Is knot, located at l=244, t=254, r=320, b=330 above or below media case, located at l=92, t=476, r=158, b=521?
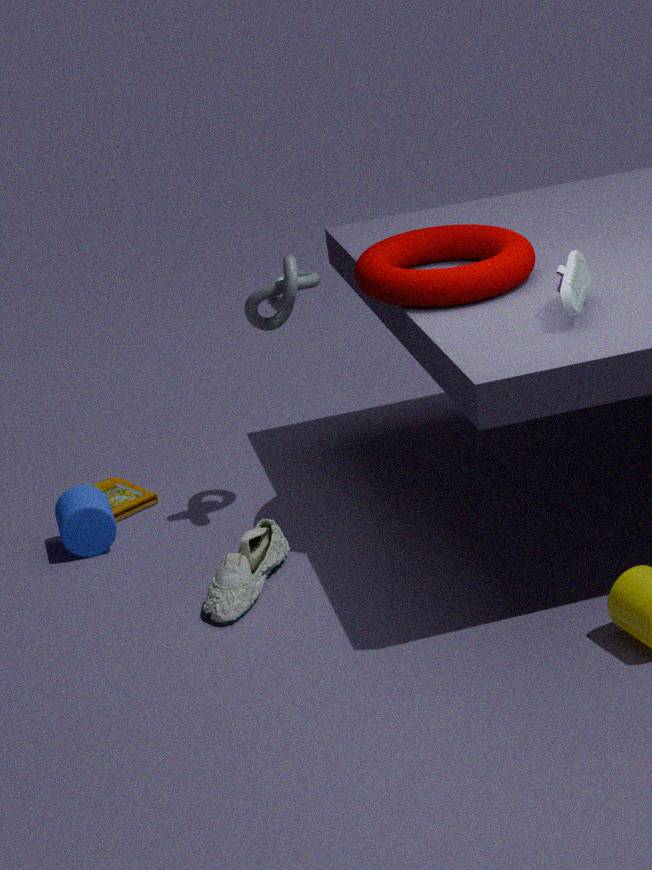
above
